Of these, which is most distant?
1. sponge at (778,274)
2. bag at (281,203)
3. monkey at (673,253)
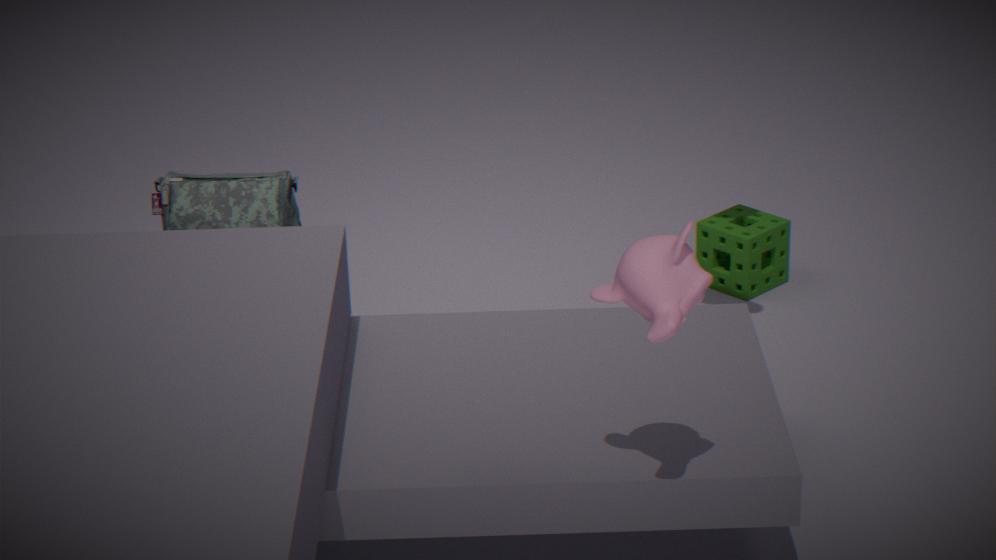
bag at (281,203)
